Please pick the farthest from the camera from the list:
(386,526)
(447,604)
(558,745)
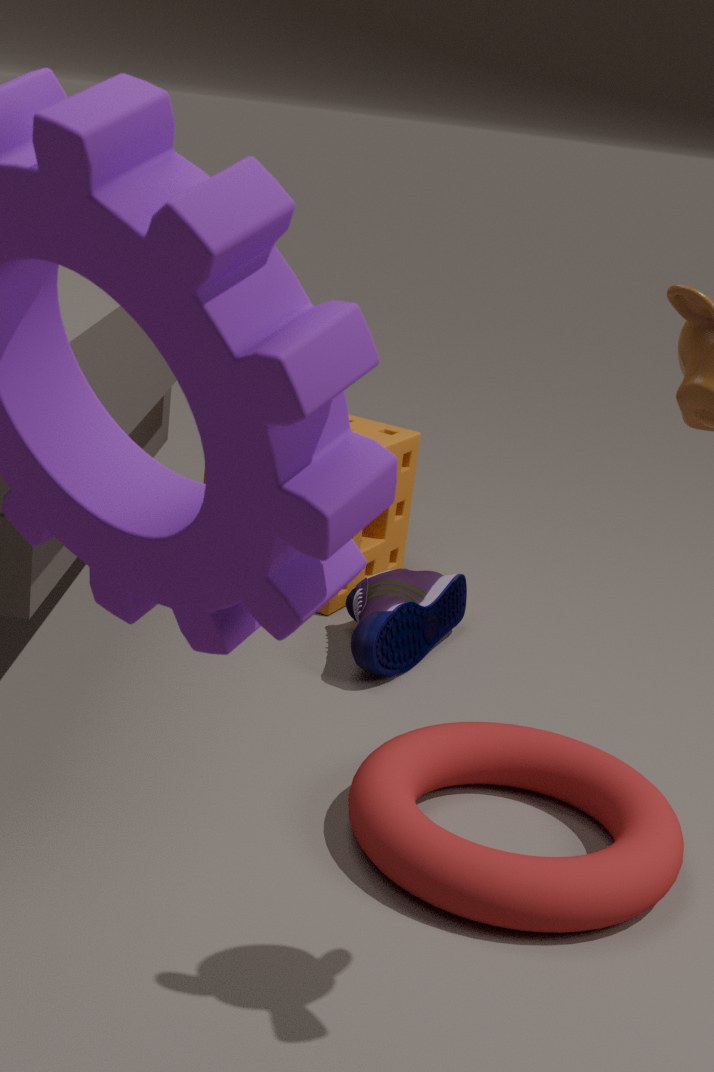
(386,526)
